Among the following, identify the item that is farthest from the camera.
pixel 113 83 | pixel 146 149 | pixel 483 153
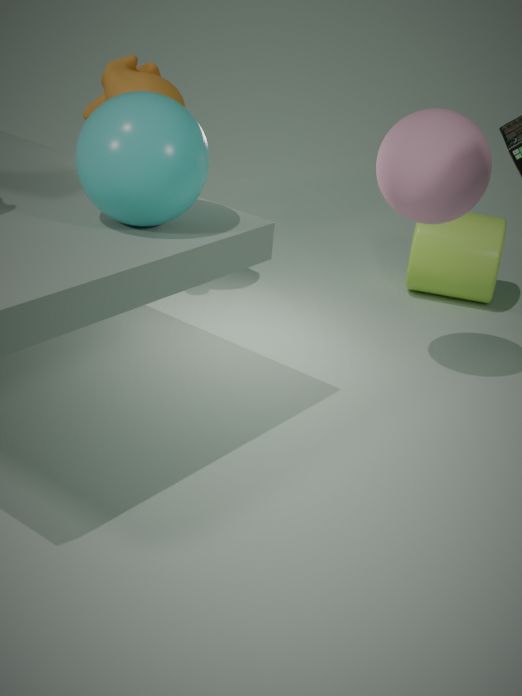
pixel 113 83
